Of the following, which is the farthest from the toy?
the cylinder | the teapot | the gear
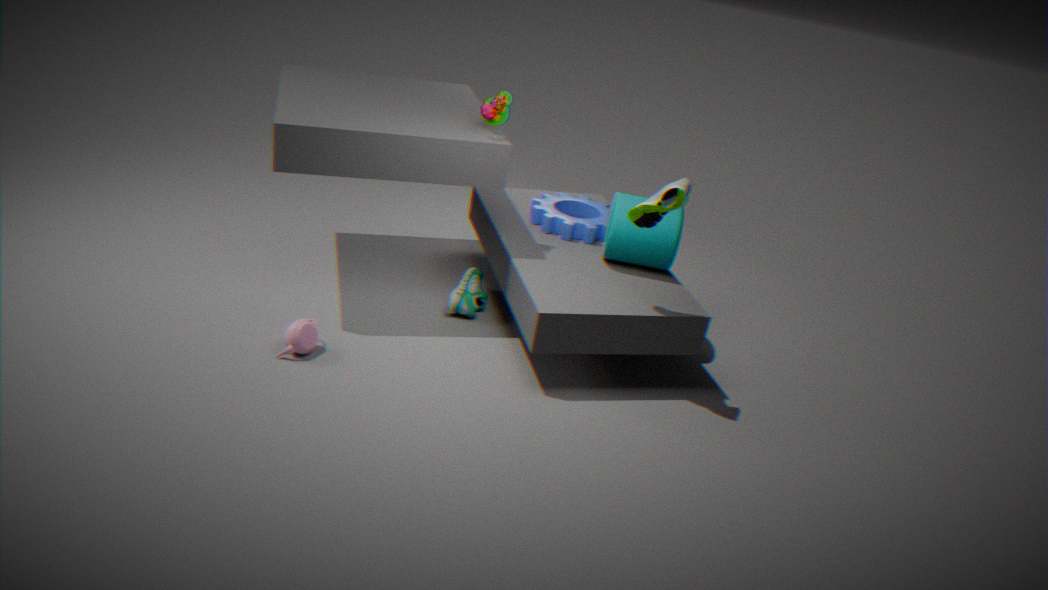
the teapot
